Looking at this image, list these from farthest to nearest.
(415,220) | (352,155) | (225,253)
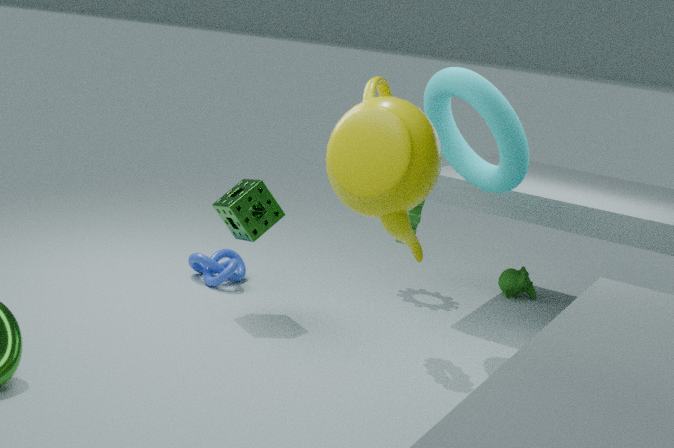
(225,253) → (415,220) → (352,155)
